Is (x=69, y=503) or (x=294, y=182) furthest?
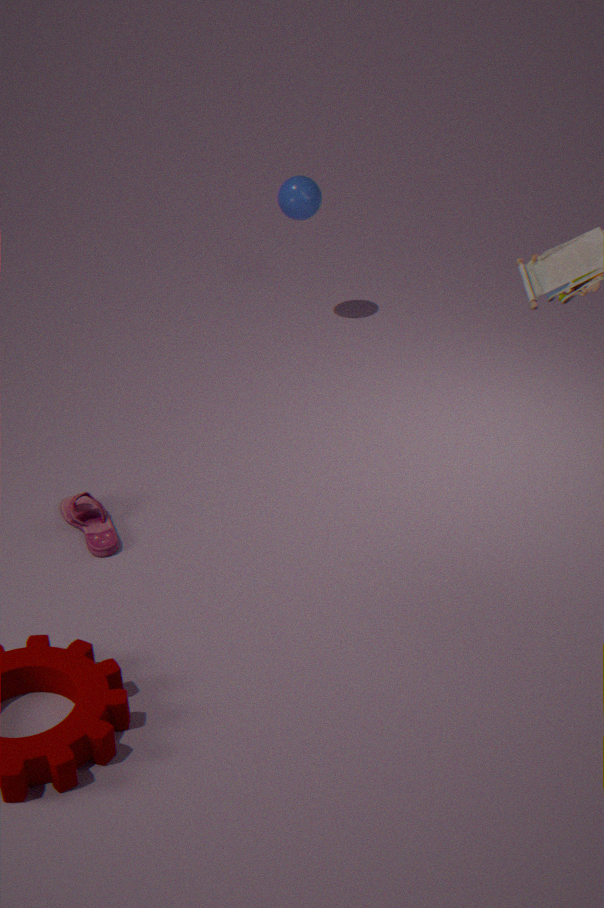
(x=294, y=182)
